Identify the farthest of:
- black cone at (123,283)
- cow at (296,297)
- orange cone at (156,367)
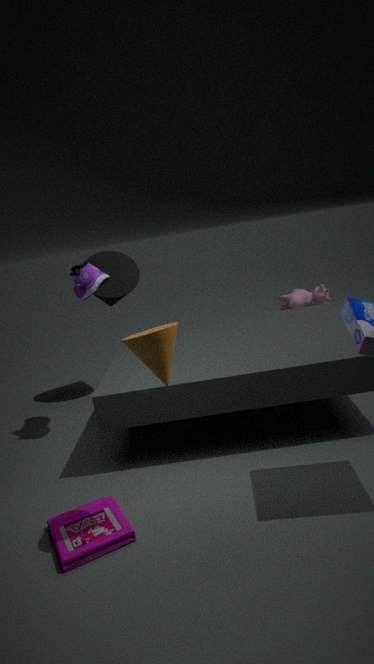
cow at (296,297)
